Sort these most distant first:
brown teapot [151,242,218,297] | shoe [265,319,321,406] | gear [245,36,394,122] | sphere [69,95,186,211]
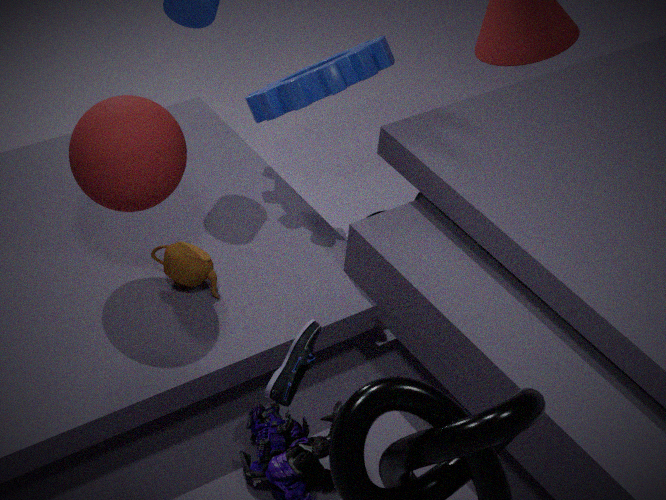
gear [245,36,394,122] → brown teapot [151,242,218,297] → sphere [69,95,186,211] → shoe [265,319,321,406]
